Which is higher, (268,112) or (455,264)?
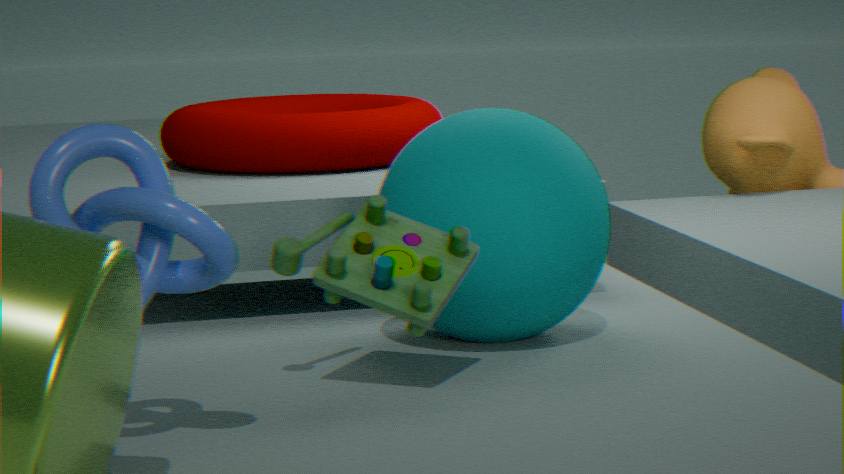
(268,112)
